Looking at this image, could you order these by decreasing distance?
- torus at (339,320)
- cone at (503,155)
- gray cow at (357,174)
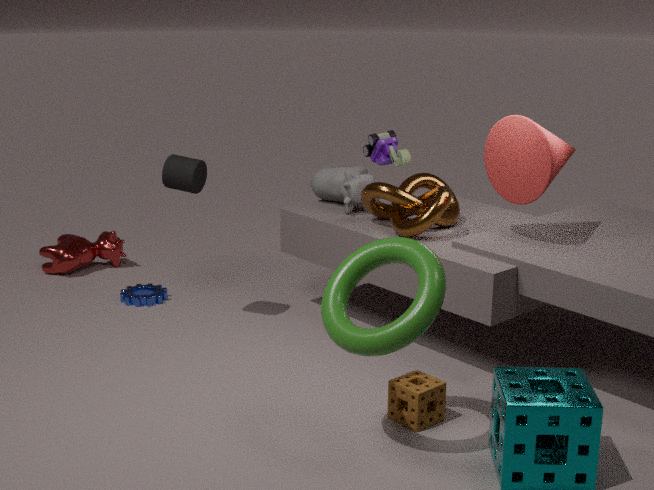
gray cow at (357,174)
cone at (503,155)
torus at (339,320)
